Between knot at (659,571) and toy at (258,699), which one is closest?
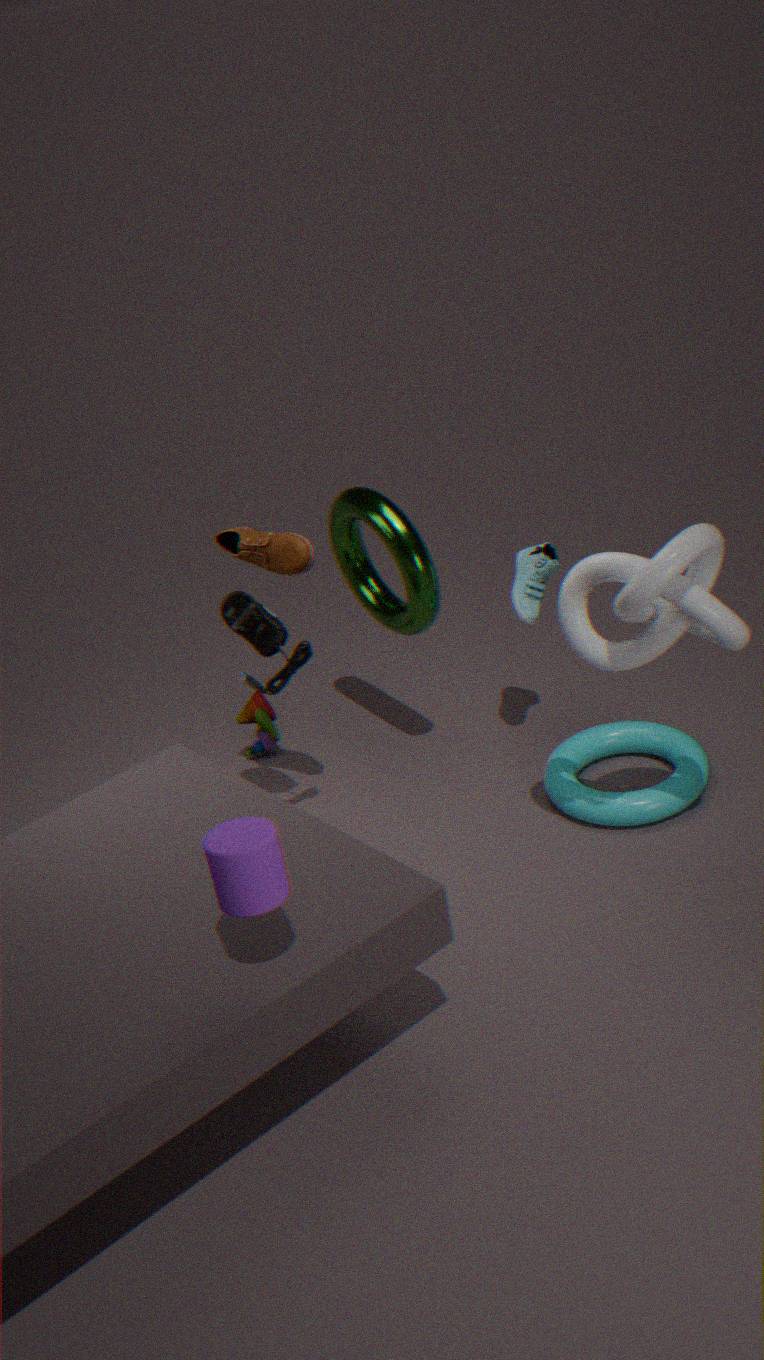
knot at (659,571)
